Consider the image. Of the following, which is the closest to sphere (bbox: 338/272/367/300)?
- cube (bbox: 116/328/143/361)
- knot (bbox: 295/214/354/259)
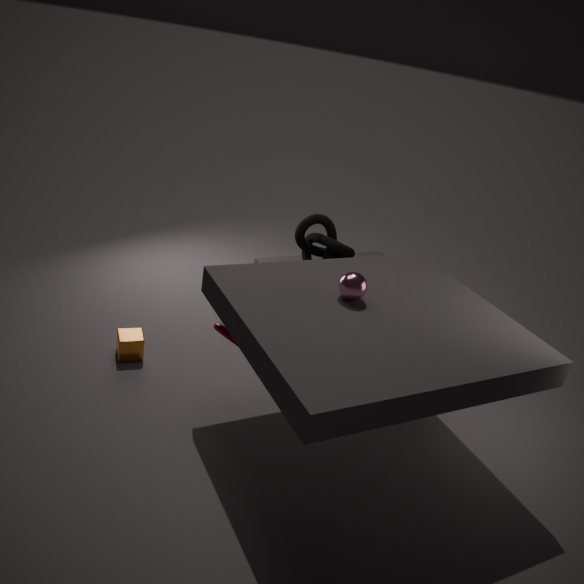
knot (bbox: 295/214/354/259)
